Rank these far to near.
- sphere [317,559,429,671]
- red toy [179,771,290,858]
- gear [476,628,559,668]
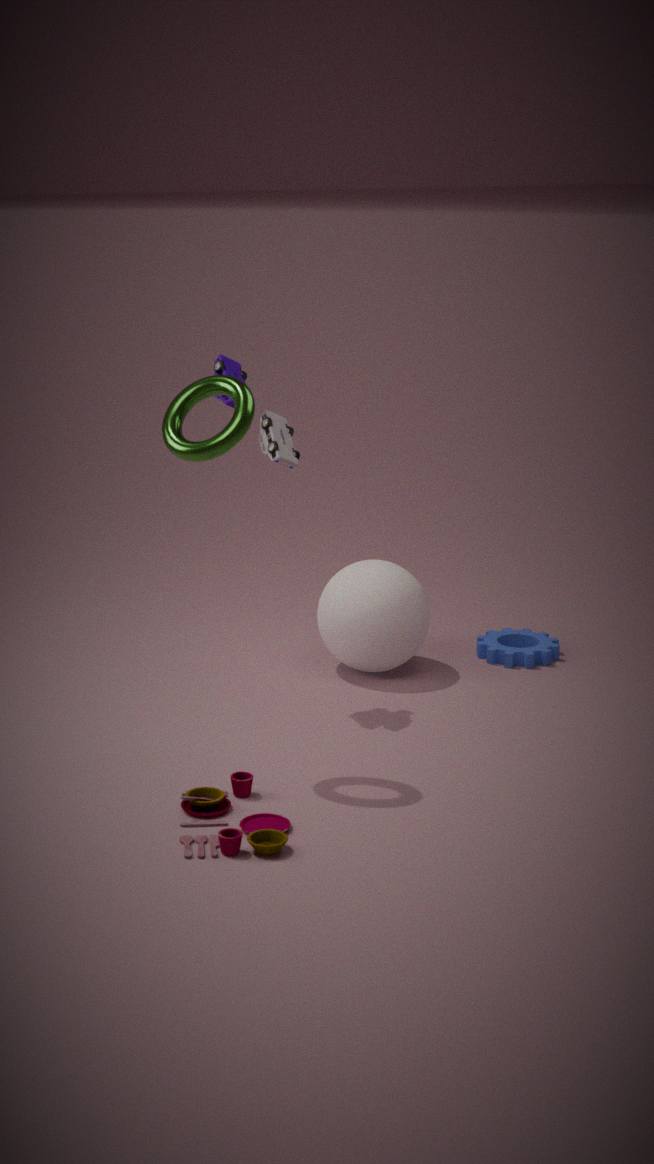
gear [476,628,559,668] < sphere [317,559,429,671] < red toy [179,771,290,858]
